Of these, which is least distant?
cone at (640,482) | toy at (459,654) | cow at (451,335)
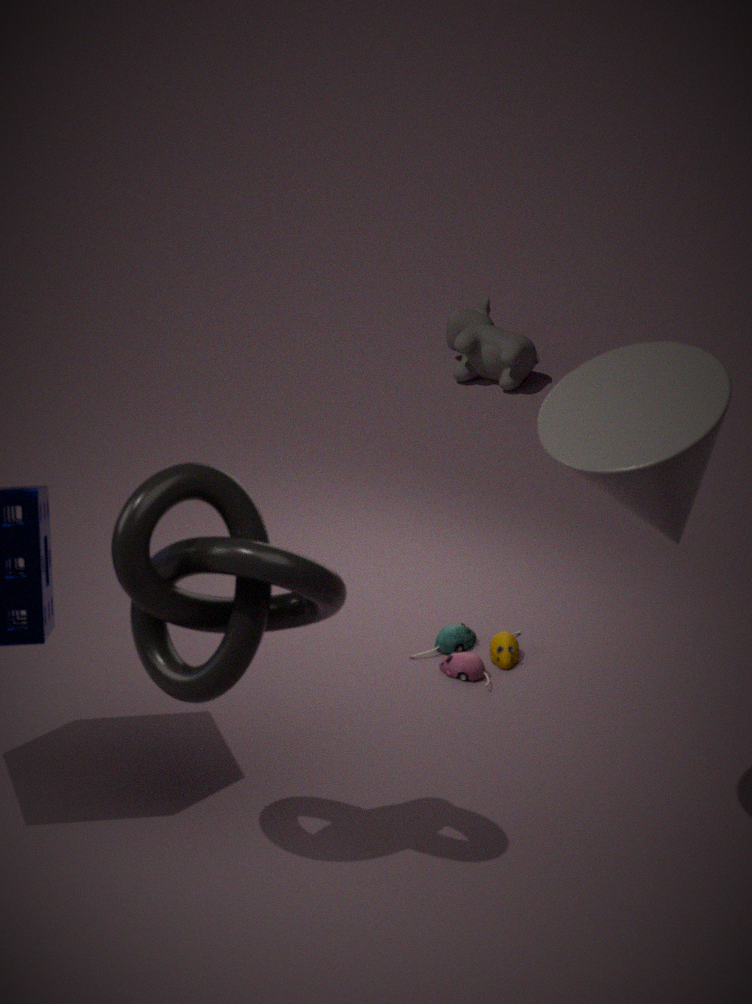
cone at (640,482)
